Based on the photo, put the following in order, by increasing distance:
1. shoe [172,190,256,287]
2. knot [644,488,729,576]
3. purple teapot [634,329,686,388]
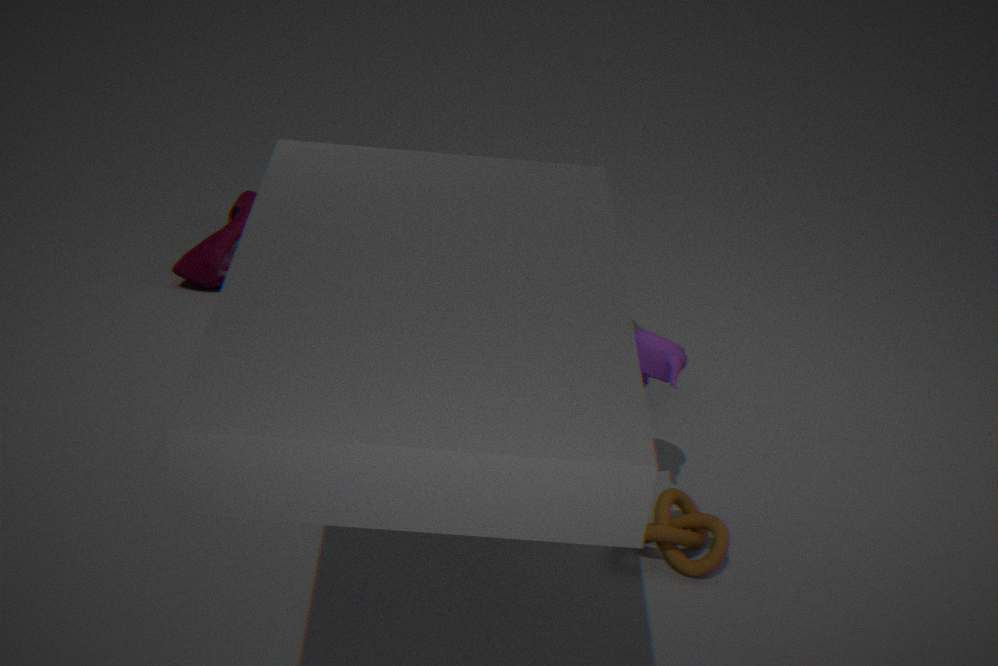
knot [644,488,729,576] < purple teapot [634,329,686,388] < shoe [172,190,256,287]
